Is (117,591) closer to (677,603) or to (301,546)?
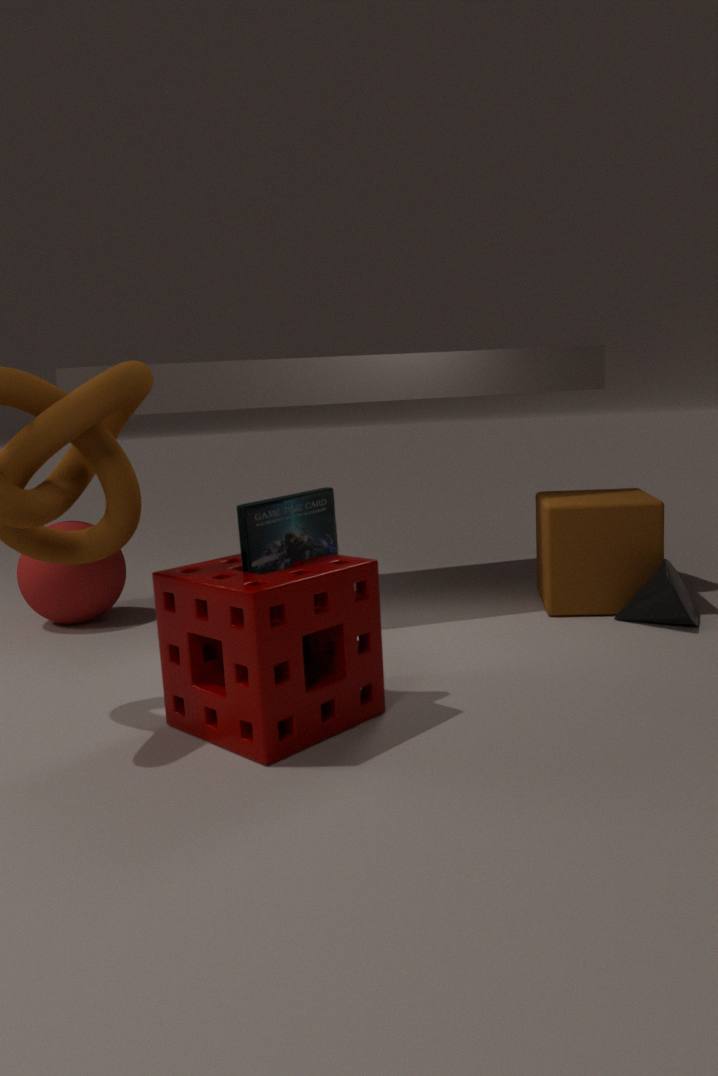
(301,546)
